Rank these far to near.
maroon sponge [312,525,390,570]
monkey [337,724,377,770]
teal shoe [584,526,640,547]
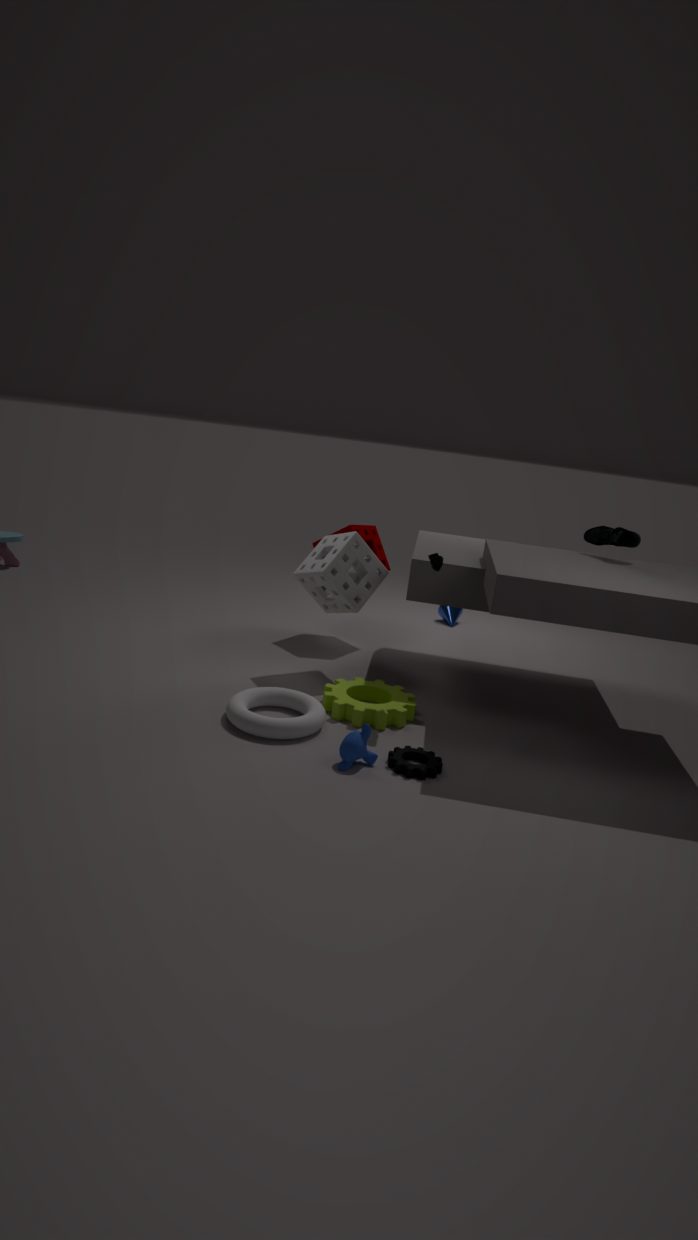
maroon sponge [312,525,390,570] < teal shoe [584,526,640,547] < monkey [337,724,377,770]
